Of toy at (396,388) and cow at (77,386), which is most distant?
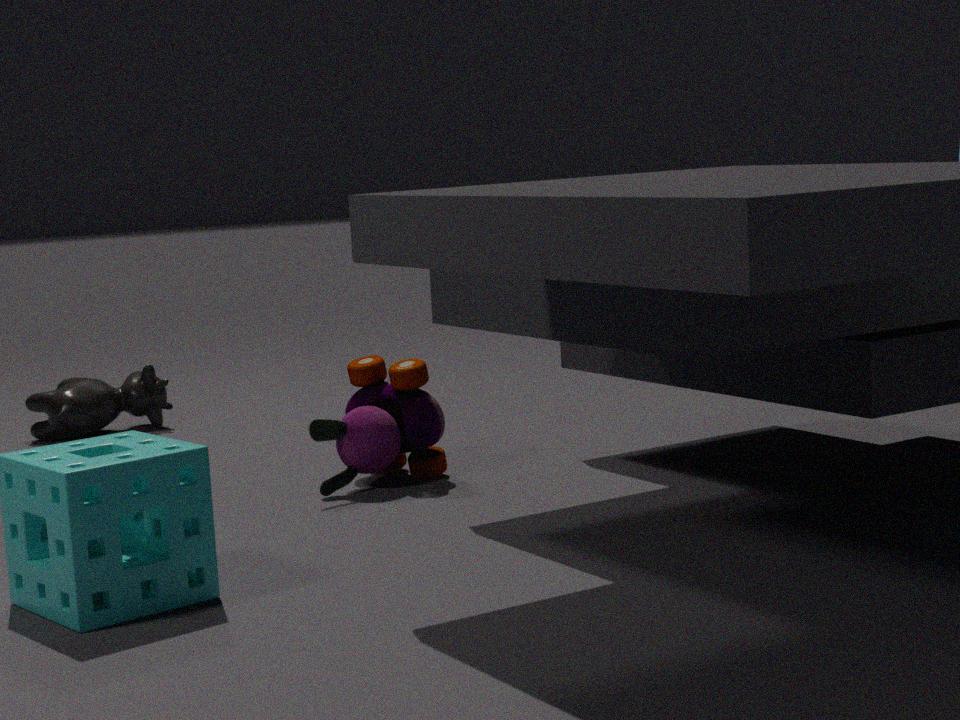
cow at (77,386)
